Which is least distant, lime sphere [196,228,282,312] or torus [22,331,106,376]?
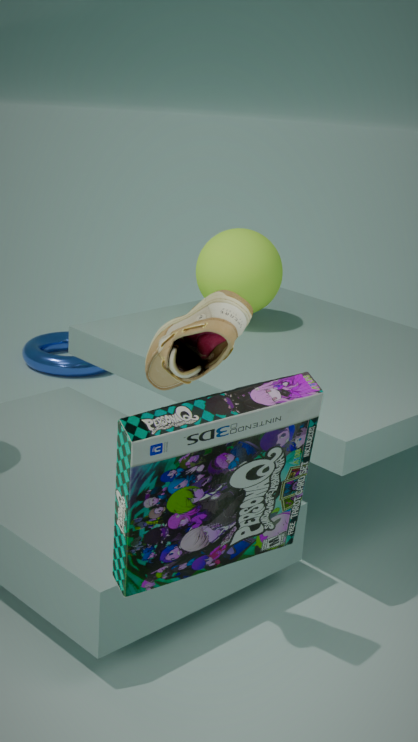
lime sphere [196,228,282,312]
